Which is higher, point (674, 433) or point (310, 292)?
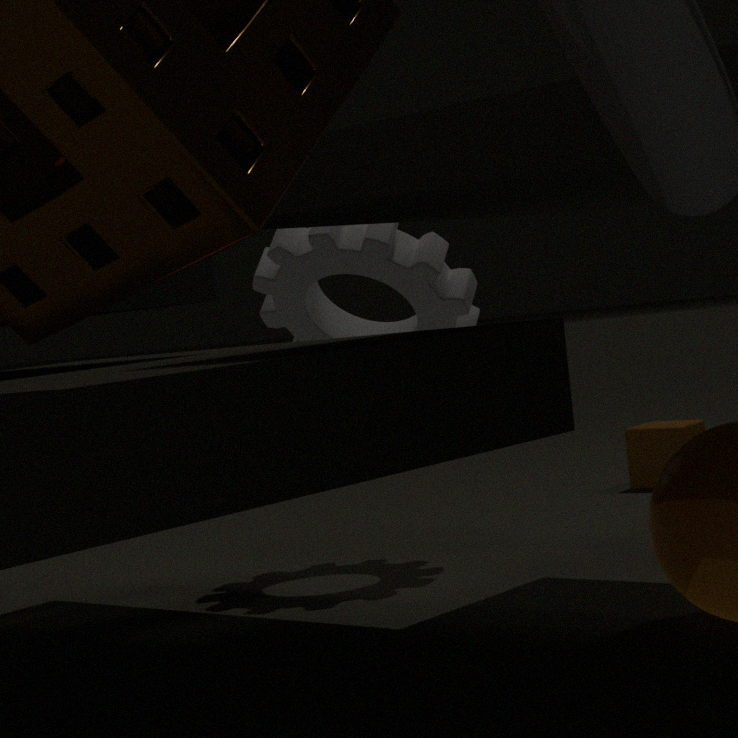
point (310, 292)
